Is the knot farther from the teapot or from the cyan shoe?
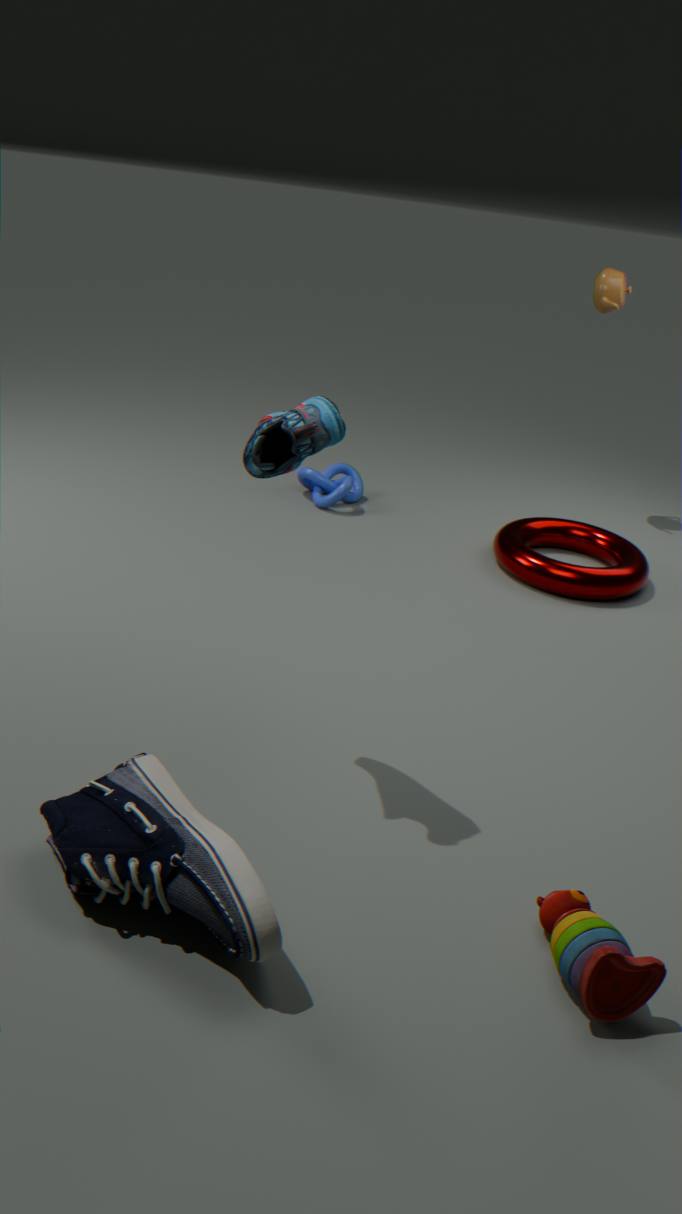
the cyan shoe
